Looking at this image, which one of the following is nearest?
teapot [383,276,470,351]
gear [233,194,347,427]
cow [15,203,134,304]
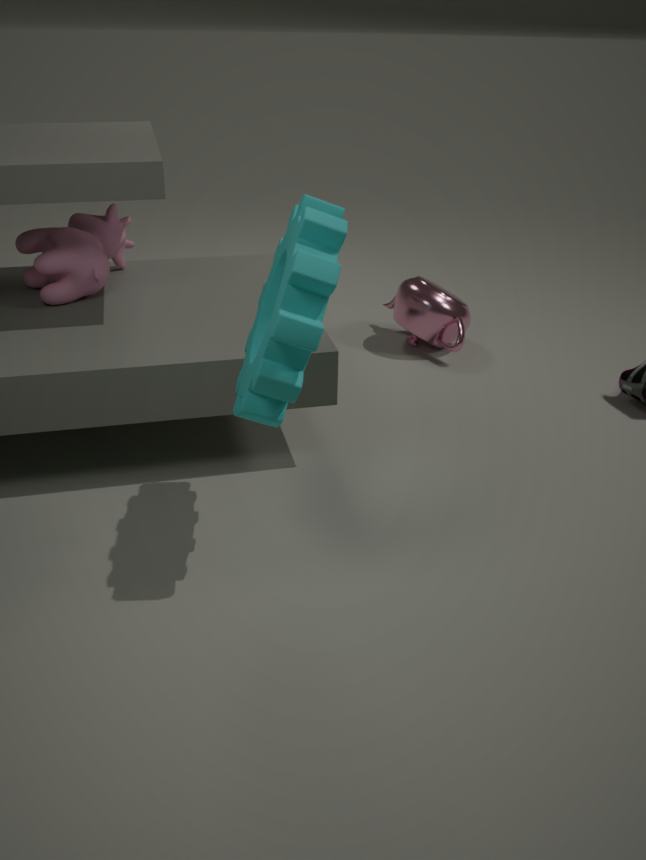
gear [233,194,347,427]
